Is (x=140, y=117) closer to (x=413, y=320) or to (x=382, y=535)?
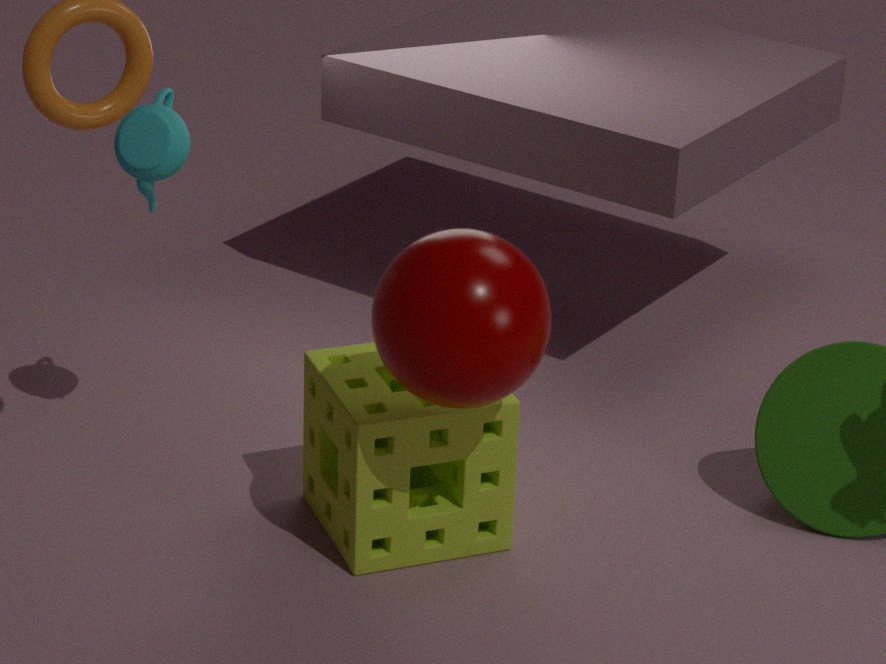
(x=413, y=320)
